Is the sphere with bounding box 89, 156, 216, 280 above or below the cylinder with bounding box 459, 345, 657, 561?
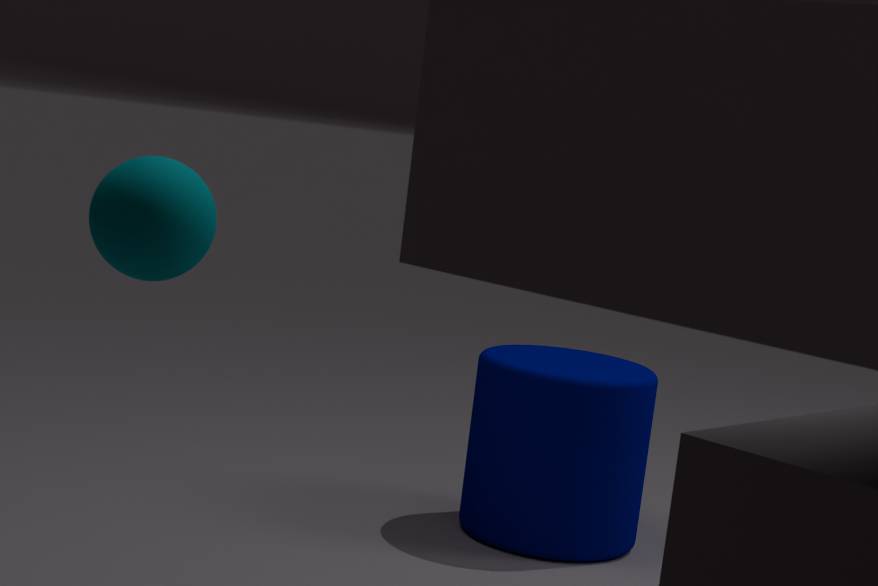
above
